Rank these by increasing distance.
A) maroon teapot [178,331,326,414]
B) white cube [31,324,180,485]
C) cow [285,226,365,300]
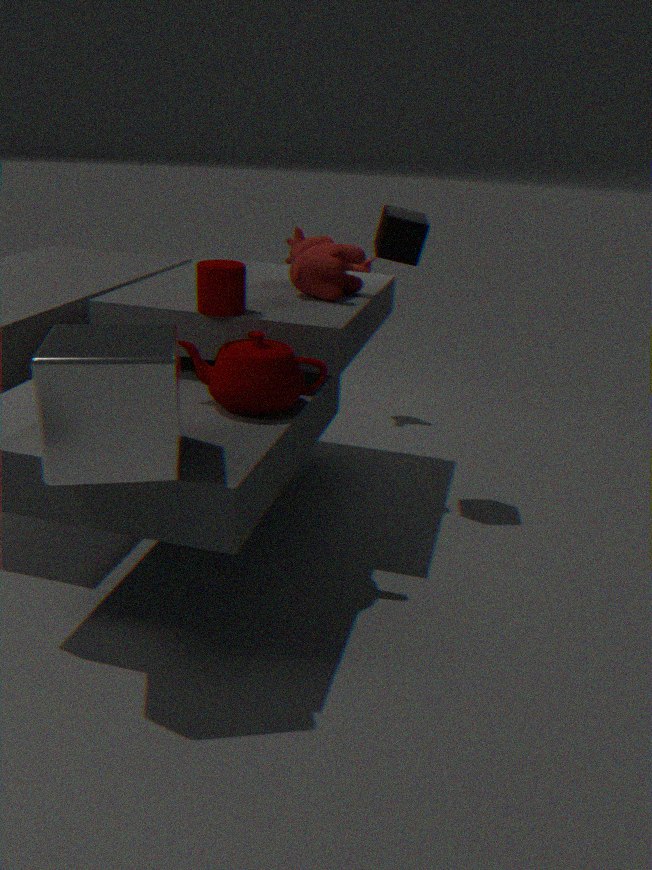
white cube [31,324,180,485], maroon teapot [178,331,326,414], cow [285,226,365,300]
